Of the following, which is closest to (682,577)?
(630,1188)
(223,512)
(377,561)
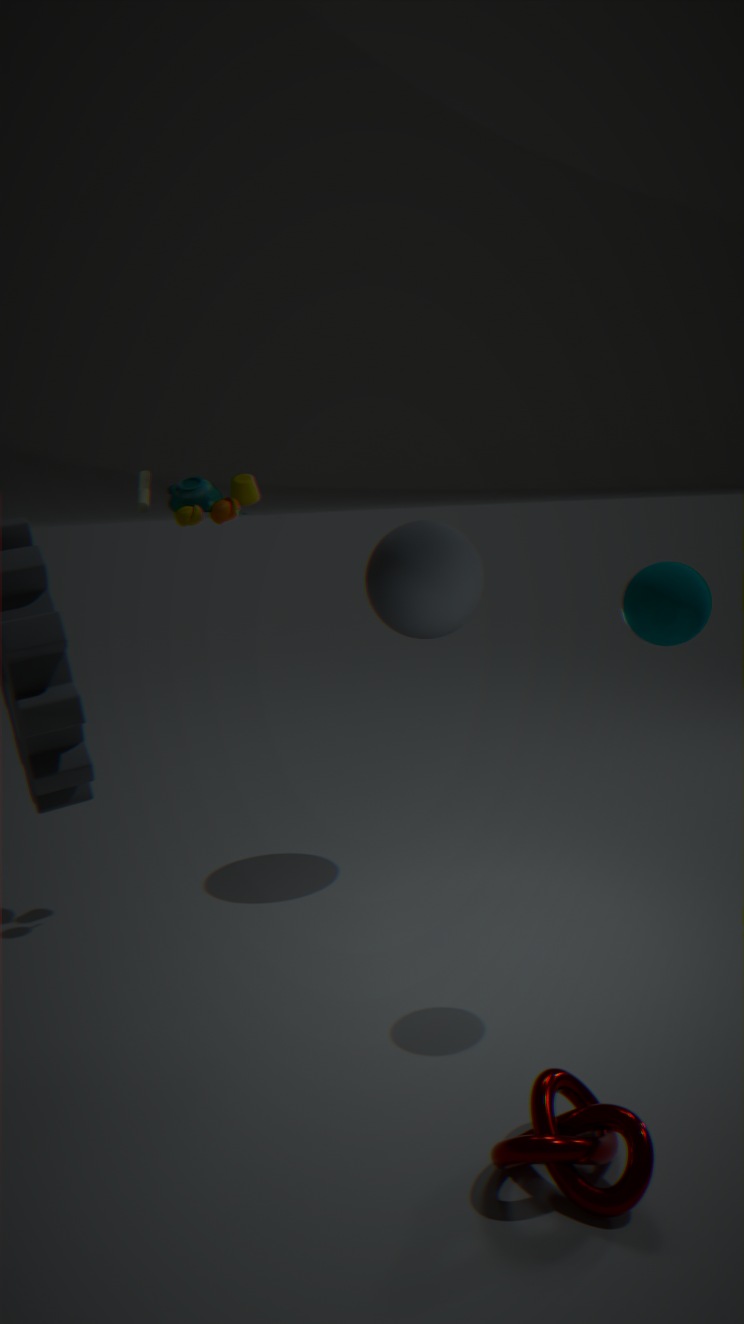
(377,561)
